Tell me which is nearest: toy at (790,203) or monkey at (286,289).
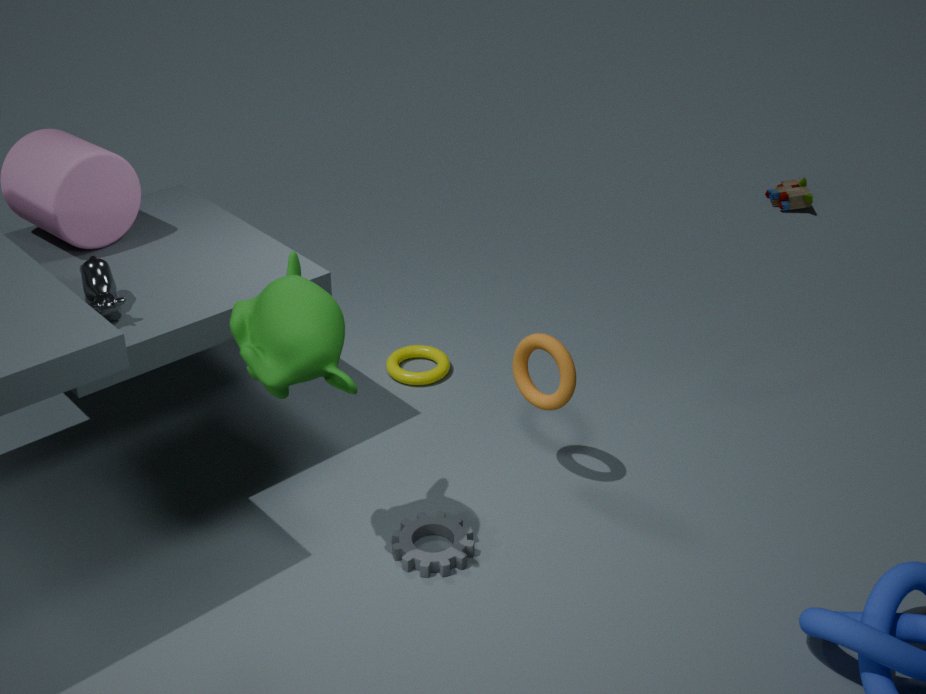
monkey at (286,289)
